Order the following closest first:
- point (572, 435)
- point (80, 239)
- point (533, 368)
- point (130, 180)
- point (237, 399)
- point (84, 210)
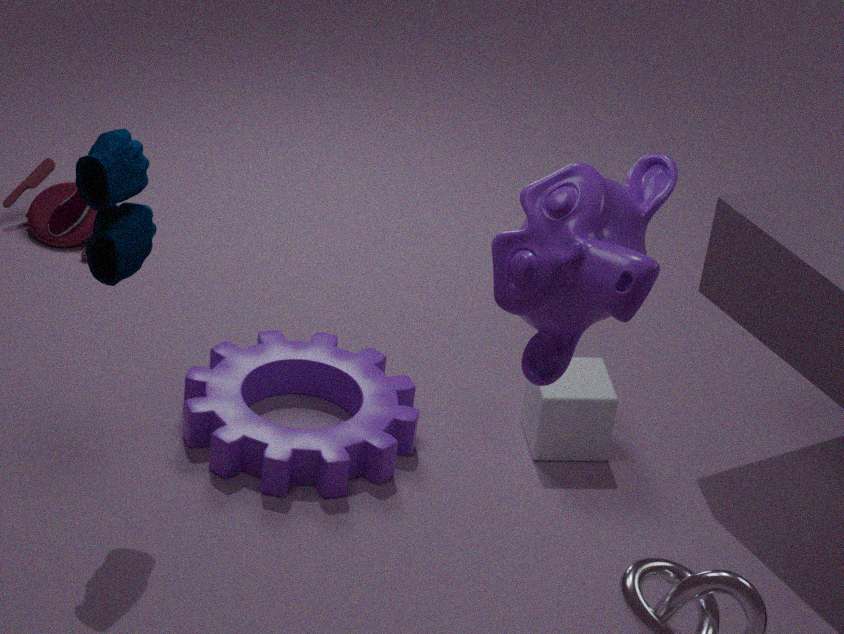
point (533, 368)
point (130, 180)
point (237, 399)
point (572, 435)
point (80, 239)
point (84, 210)
